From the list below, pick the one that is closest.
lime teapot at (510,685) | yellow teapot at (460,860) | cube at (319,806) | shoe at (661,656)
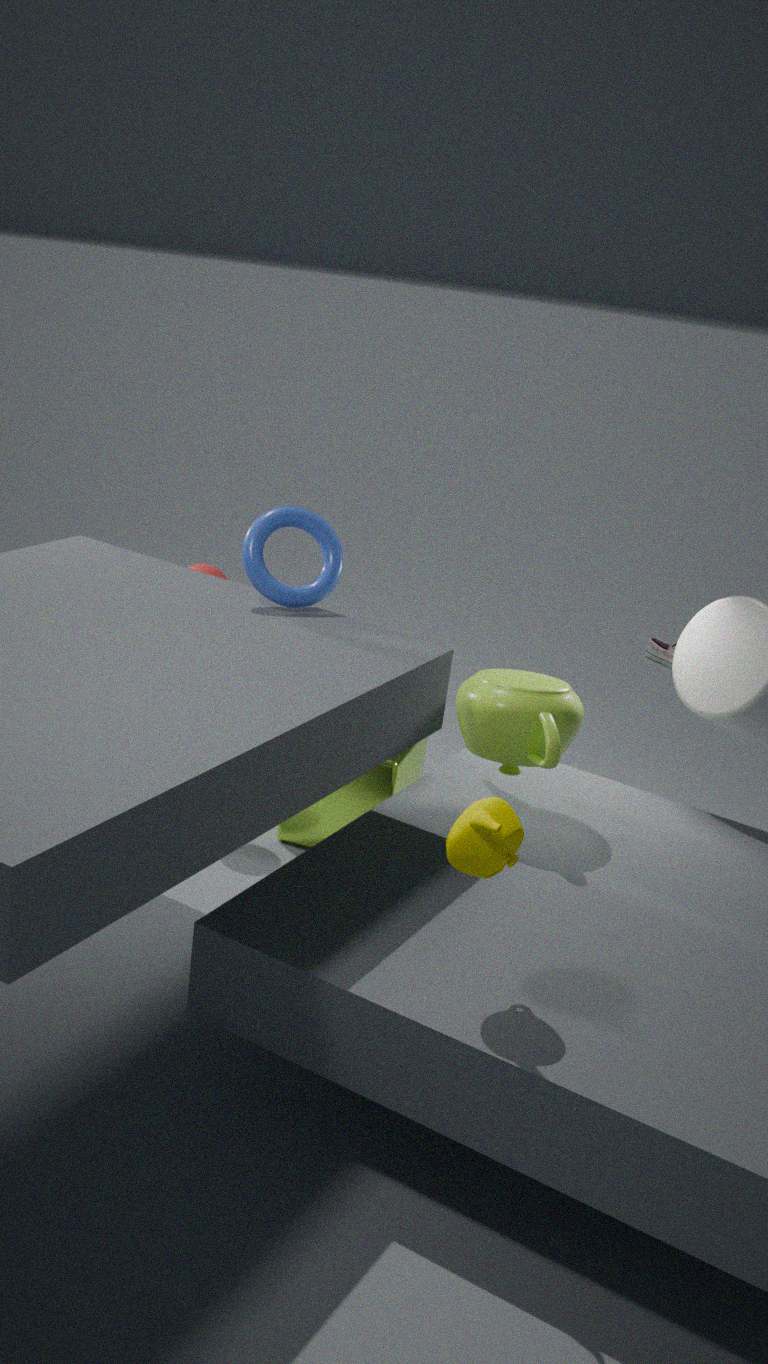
yellow teapot at (460,860)
